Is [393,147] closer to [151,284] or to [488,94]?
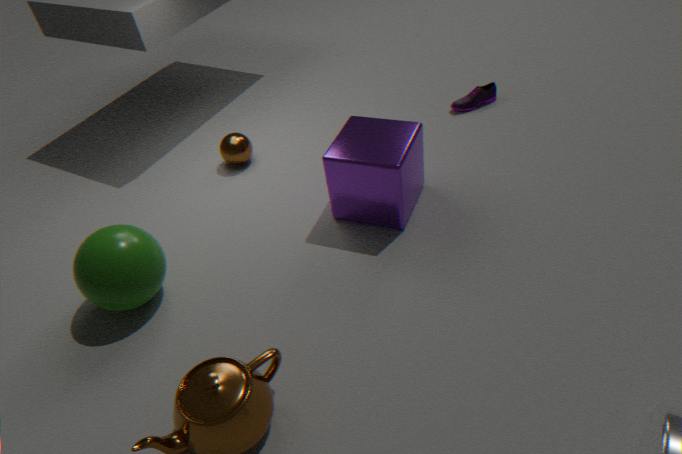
[488,94]
